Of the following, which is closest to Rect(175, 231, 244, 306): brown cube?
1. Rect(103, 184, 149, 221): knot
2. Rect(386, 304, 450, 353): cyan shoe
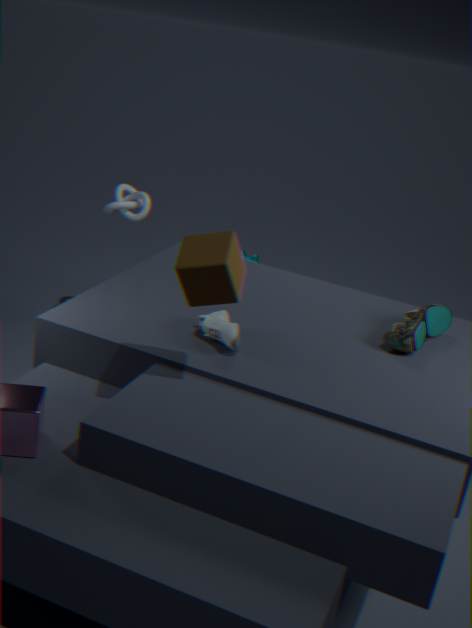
Rect(386, 304, 450, 353): cyan shoe
